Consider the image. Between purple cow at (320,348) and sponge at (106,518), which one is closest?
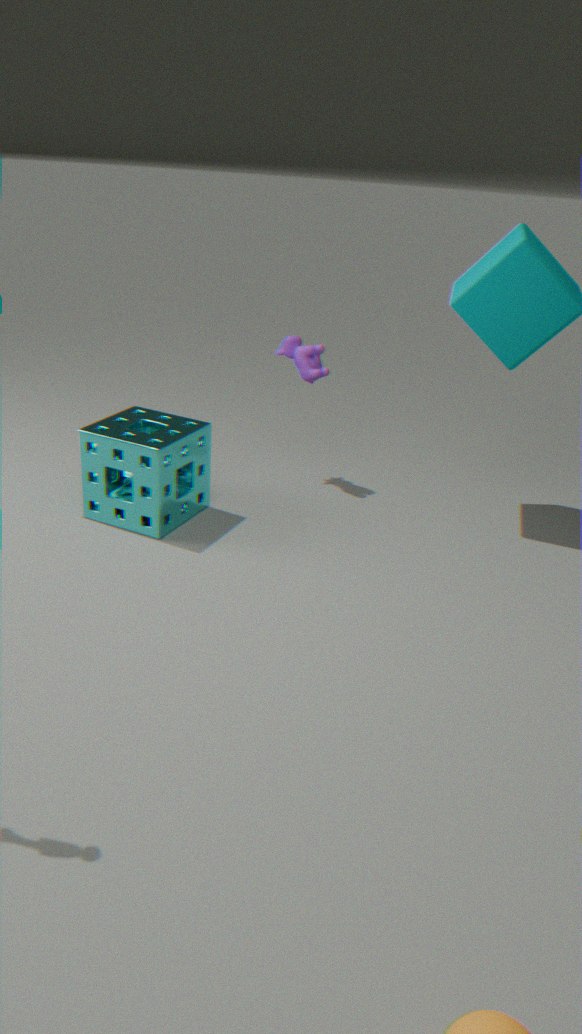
sponge at (106,518)
